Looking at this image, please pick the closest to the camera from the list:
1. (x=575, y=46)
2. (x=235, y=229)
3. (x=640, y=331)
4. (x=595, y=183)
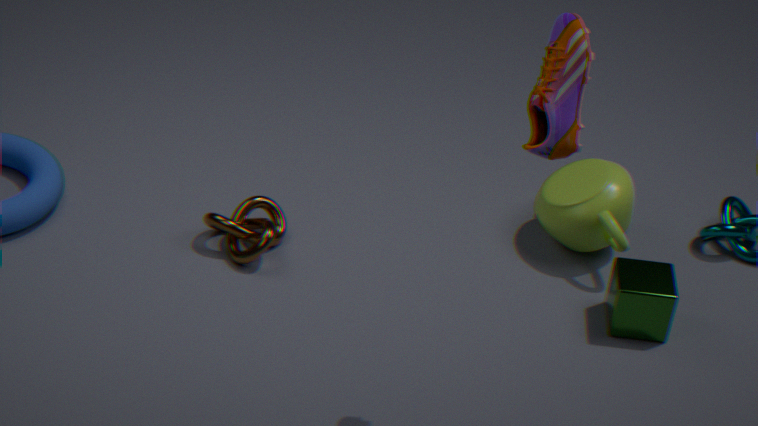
(x=575, y=46)
